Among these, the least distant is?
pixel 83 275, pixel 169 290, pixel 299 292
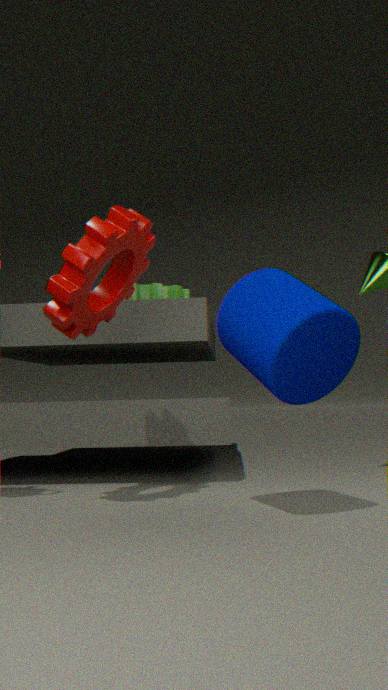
pixel 299 292
